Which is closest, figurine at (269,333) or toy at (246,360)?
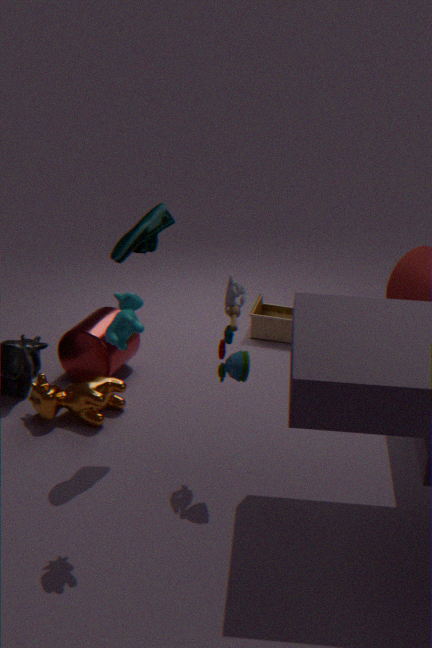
toy at (246,360)
